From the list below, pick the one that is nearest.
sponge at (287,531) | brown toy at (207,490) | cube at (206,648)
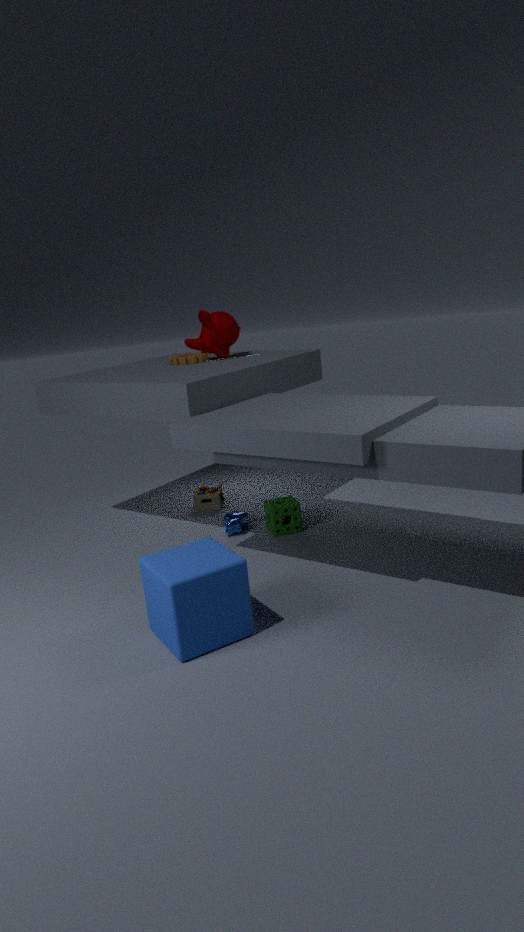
cube at (206,648)
